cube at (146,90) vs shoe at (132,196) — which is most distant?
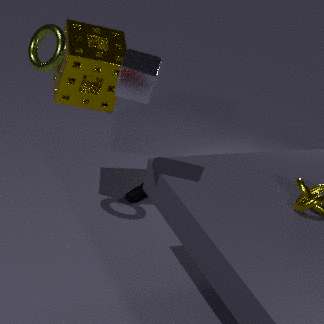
shoe at (132,196)
